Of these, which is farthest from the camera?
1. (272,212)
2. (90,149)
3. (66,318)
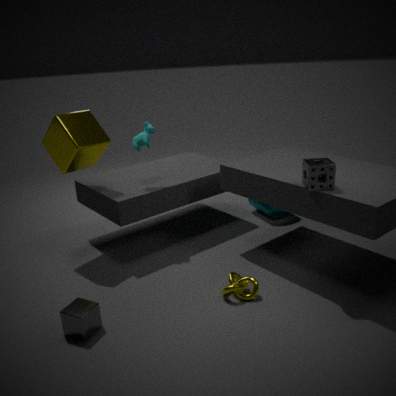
(272,212)
